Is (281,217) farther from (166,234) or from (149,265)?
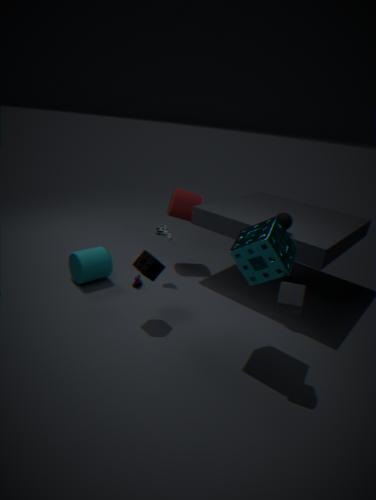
(149,265)
